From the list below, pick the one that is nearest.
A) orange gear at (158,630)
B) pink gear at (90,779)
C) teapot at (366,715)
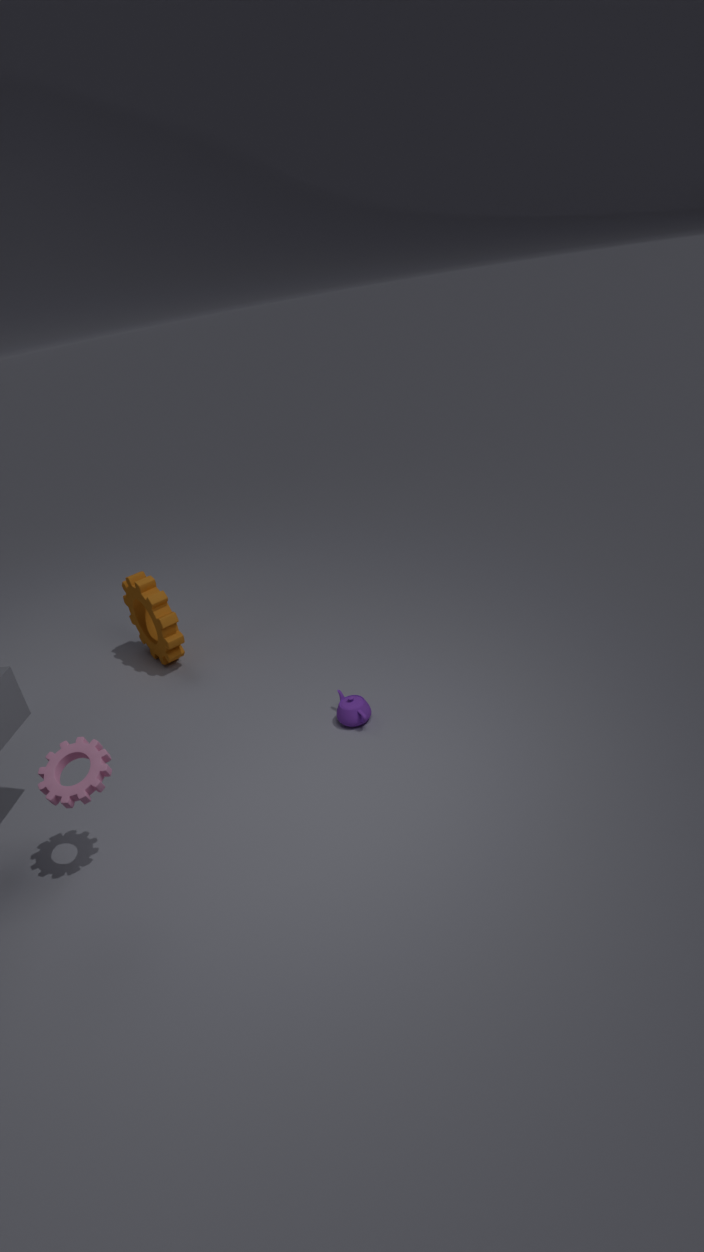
pink gear at (90,779)
